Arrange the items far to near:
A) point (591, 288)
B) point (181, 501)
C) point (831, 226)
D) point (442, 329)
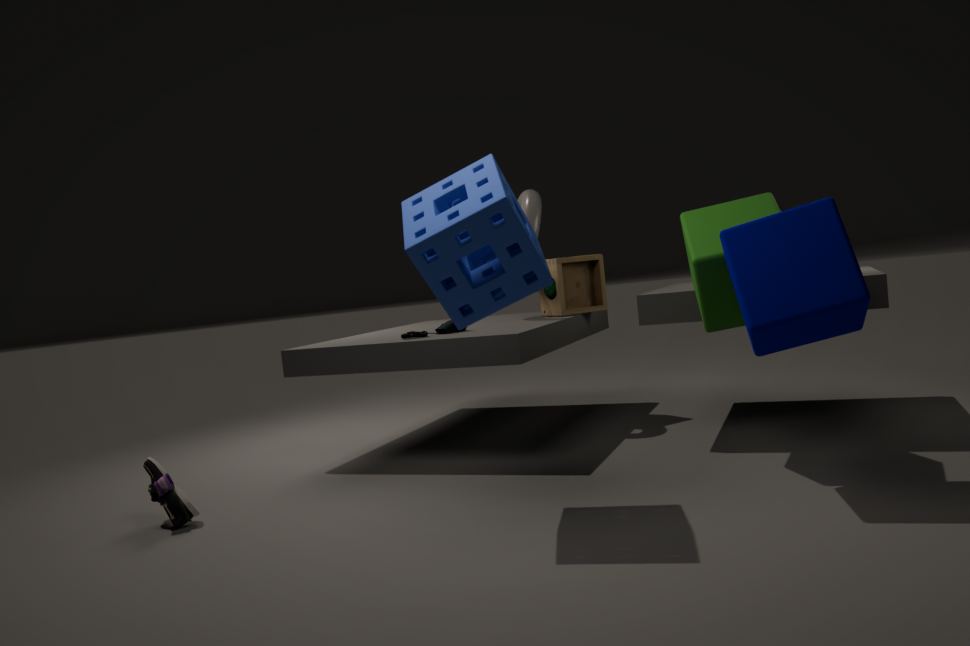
1. point (591, 288)
2. point (442, 329)
3. point (181, 501)
4. point (831, 226)
